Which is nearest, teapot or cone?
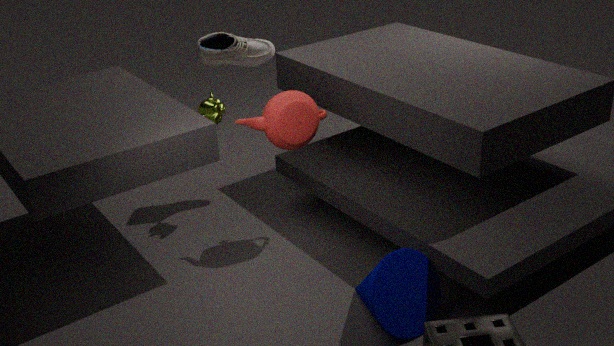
cone
